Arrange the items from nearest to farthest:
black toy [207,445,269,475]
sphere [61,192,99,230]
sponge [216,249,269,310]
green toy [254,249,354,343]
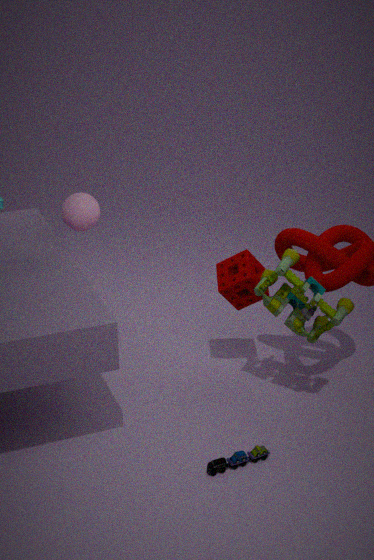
black toy [207,445,269,475], green toy [254,249,354,343], sphere [61,192,99,230], sponge [216,249,269,310]
